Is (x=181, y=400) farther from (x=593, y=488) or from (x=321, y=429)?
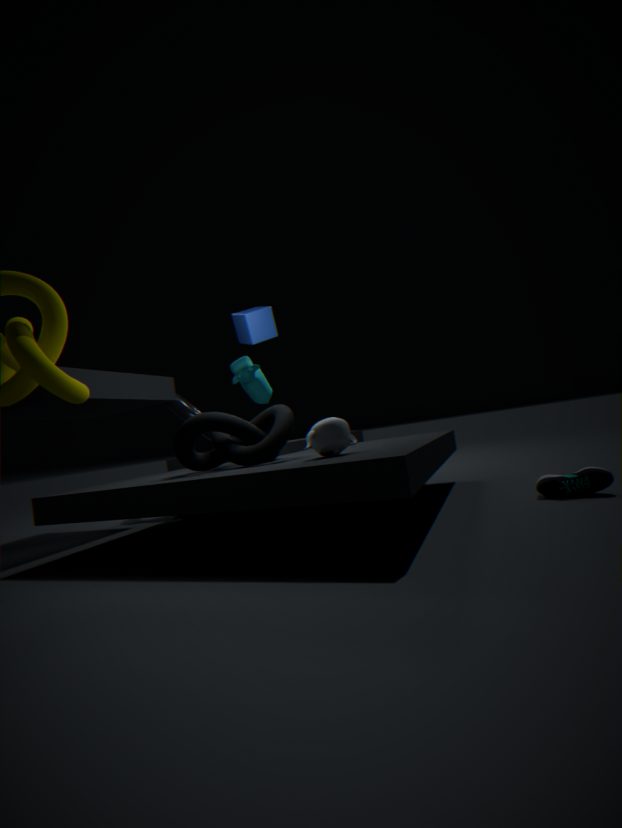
(x=593, y=488)
